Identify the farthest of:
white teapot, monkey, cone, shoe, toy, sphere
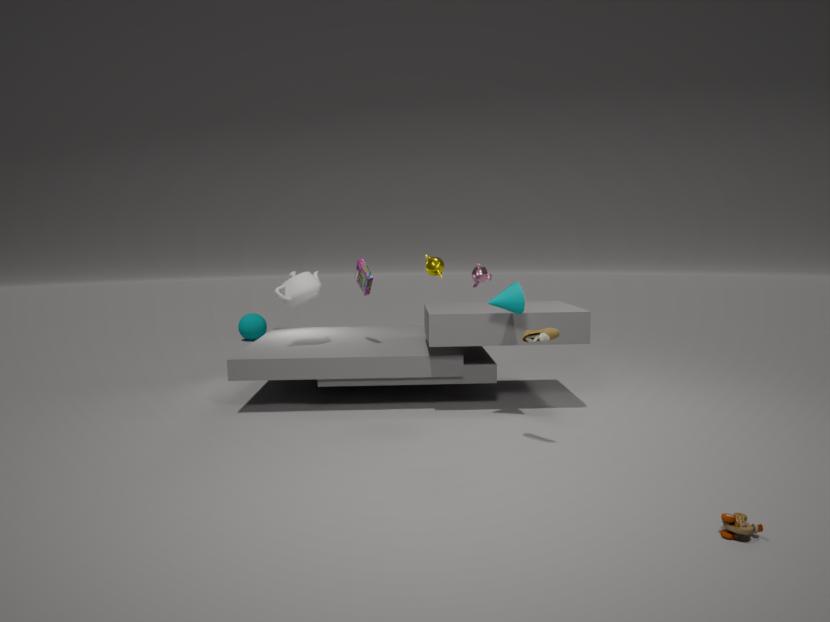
sphere
